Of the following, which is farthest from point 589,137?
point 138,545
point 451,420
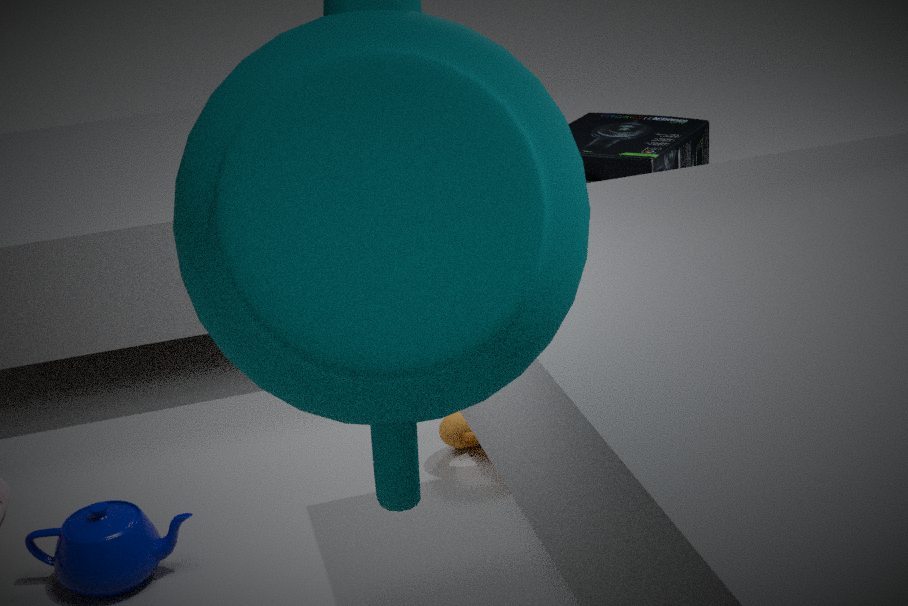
point 138,545
